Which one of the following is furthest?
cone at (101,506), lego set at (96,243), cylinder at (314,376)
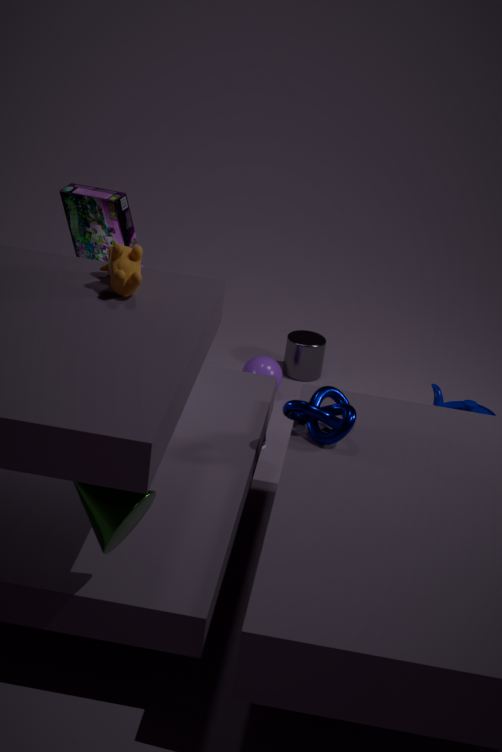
cylinder at (314,376)
